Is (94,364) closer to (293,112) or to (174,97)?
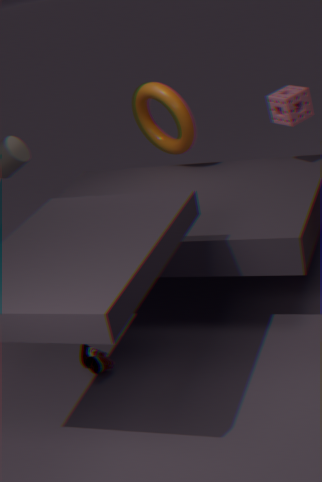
(174,97)
